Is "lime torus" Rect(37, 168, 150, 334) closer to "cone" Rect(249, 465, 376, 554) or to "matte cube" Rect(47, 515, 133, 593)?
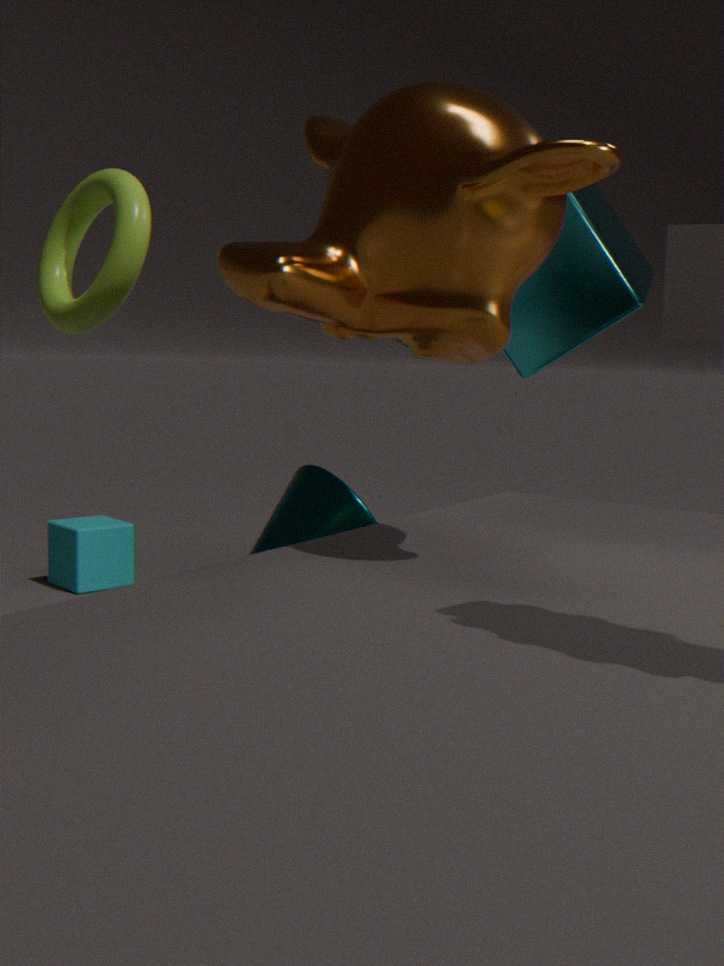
"cone" Rect(249, 465, 376, 554)
